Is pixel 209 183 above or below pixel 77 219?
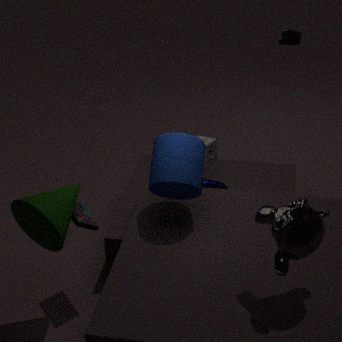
below
